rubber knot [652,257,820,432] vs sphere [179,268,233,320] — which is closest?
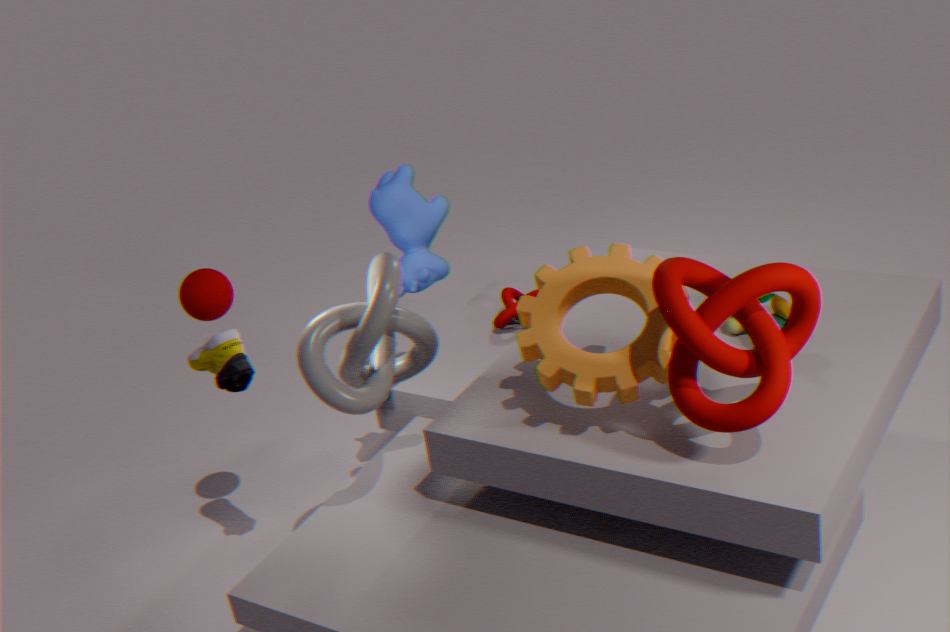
rubber knot [652,257,820,432]
